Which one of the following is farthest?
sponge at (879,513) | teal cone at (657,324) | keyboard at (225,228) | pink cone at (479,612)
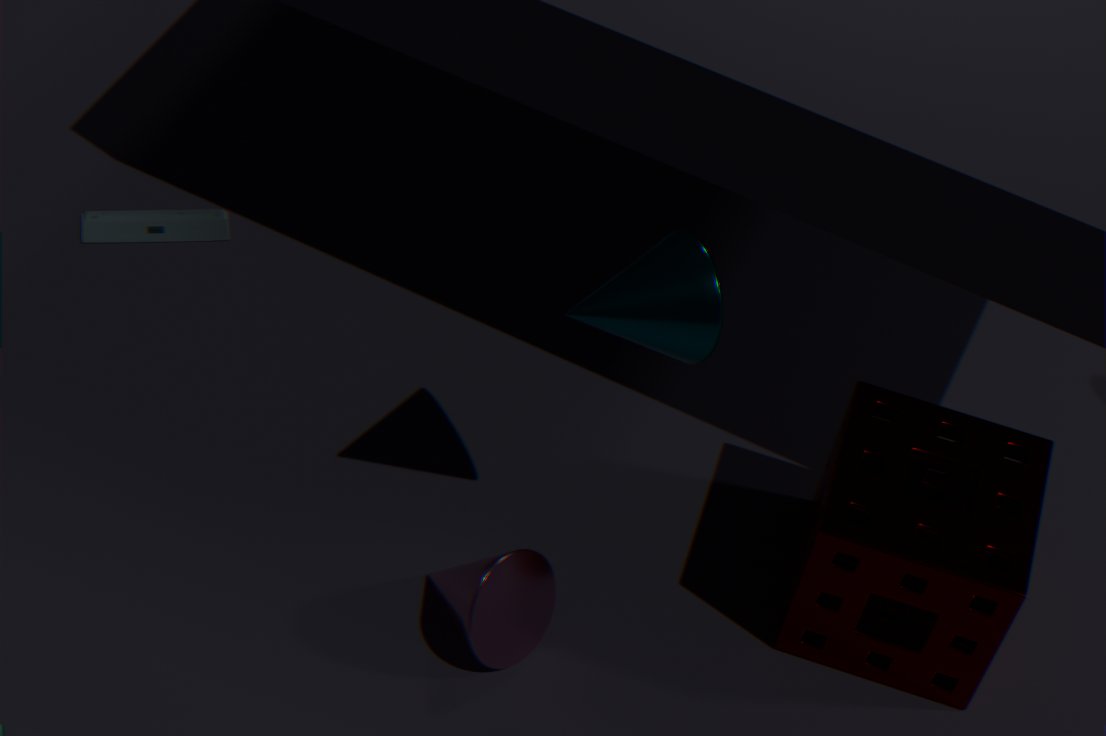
keyboard at (225,228)
